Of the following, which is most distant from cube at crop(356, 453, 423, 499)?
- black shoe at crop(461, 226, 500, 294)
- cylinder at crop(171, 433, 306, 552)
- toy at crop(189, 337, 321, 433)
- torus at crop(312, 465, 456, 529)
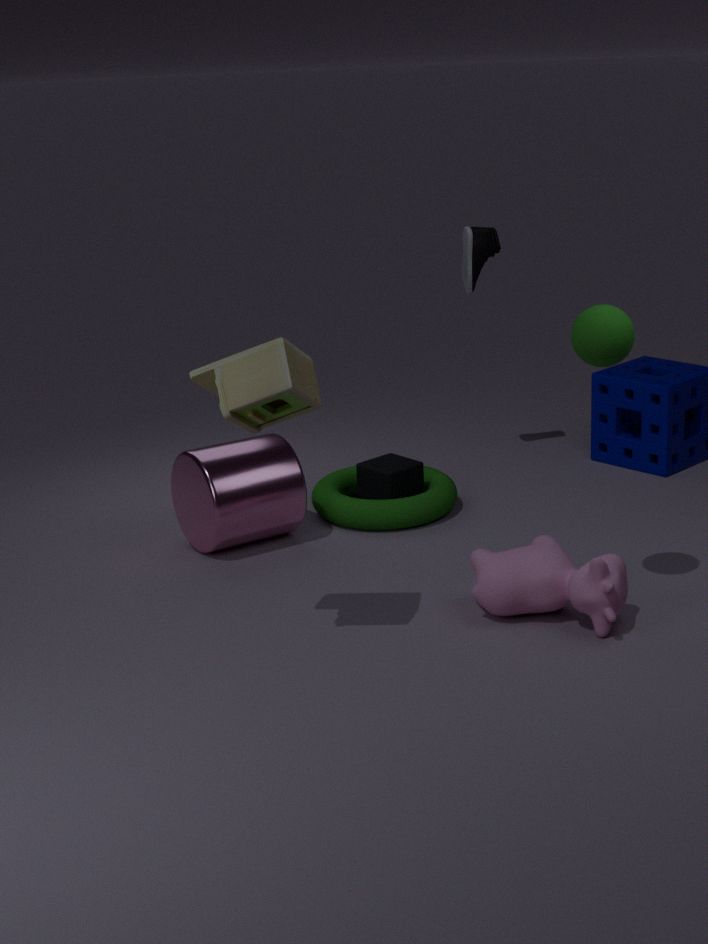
toy at crop(189, 337, 321, 433)
